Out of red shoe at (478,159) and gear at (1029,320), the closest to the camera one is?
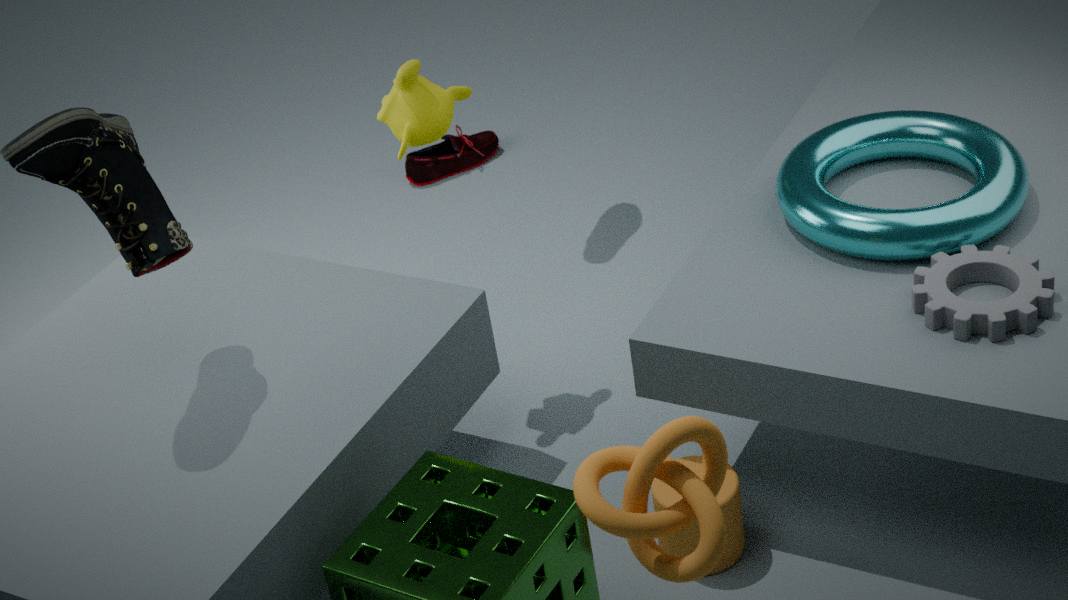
gear at (1029,320)
